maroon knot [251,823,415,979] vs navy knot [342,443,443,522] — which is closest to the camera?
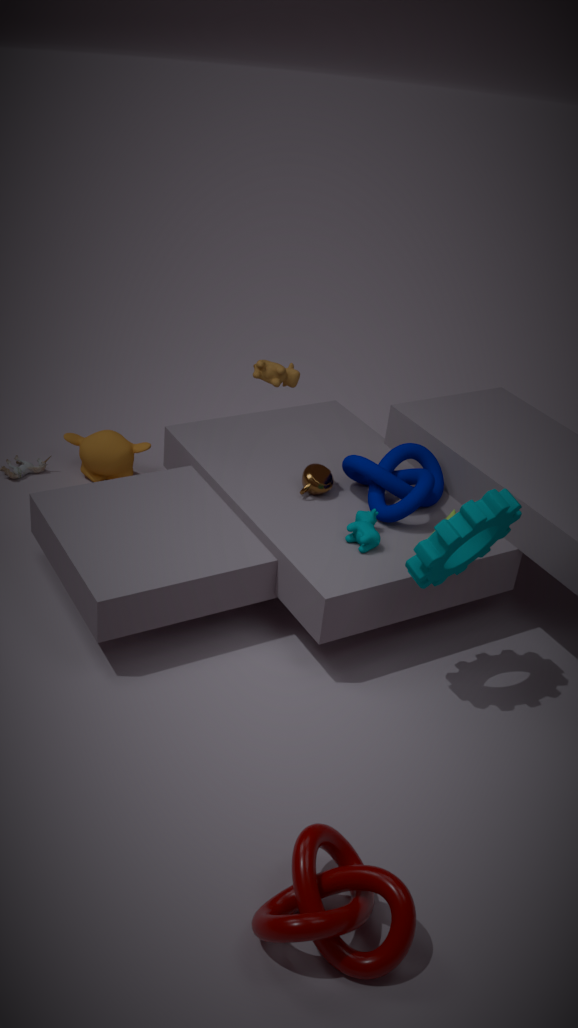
maroon knot [251,823,415,979]
